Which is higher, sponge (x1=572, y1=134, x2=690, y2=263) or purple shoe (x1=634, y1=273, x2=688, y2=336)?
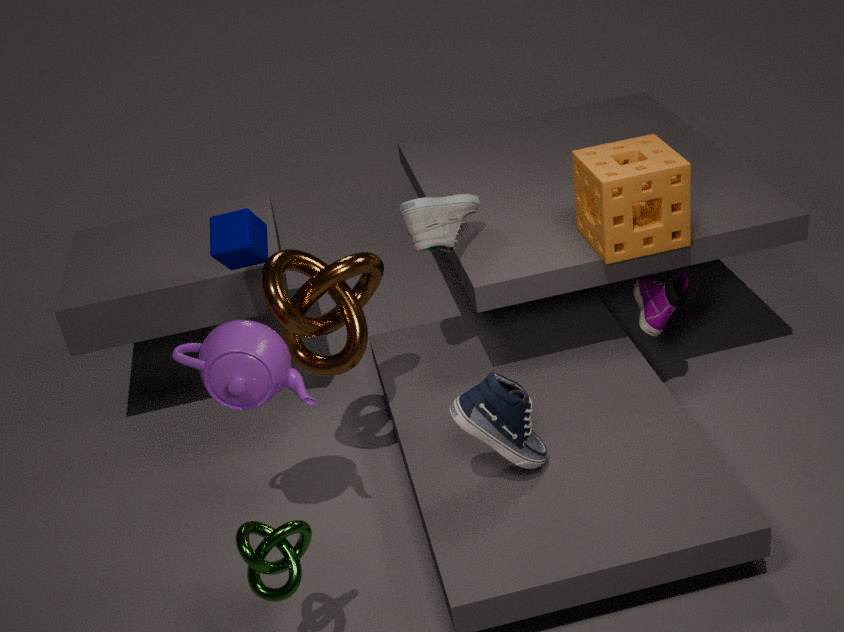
sponge (x1=572, y1=134, x2=690, y2=263)
